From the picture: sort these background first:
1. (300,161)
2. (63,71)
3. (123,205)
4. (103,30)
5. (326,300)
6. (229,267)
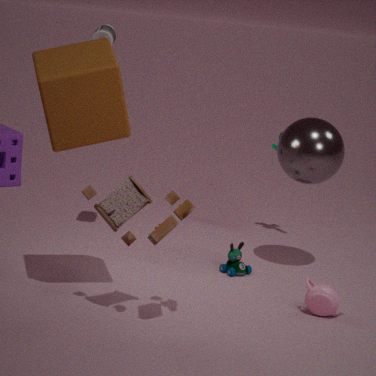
(229,267), (103,30), (300,161), (326,300), (123,205), (63,71)
